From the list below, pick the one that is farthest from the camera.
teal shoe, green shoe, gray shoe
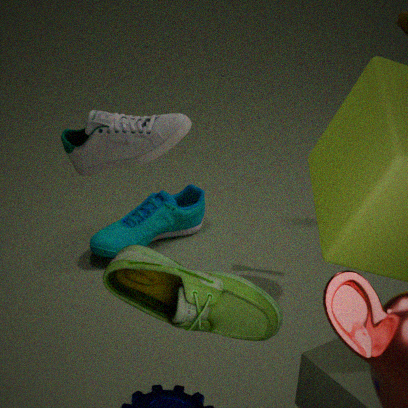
teal shoe
